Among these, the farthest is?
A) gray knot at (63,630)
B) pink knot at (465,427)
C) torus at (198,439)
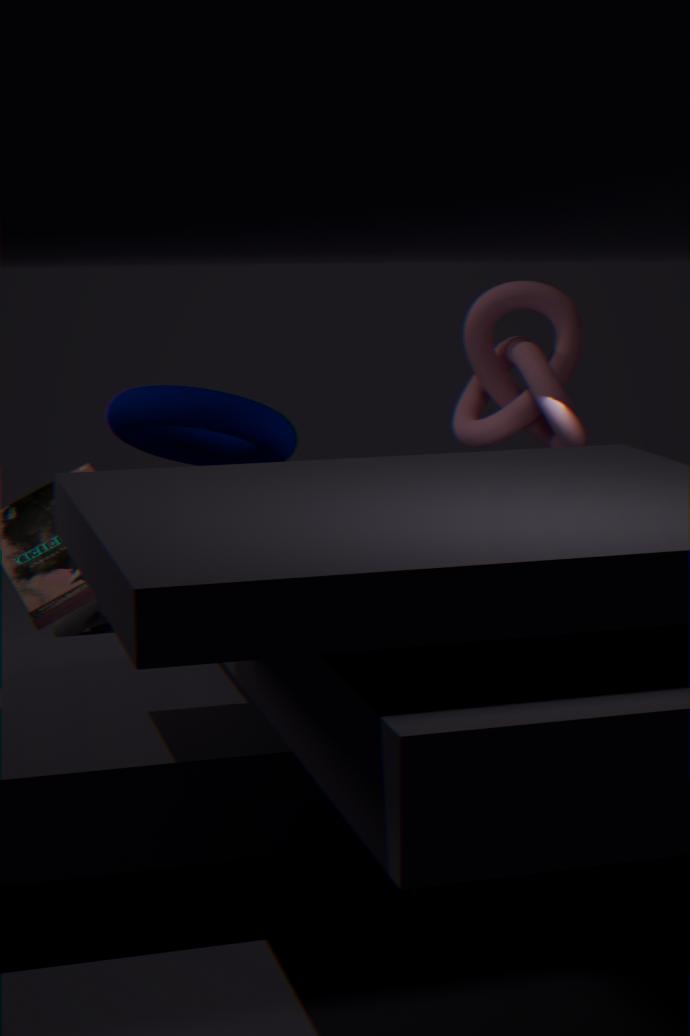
gray knot at (63,630)
